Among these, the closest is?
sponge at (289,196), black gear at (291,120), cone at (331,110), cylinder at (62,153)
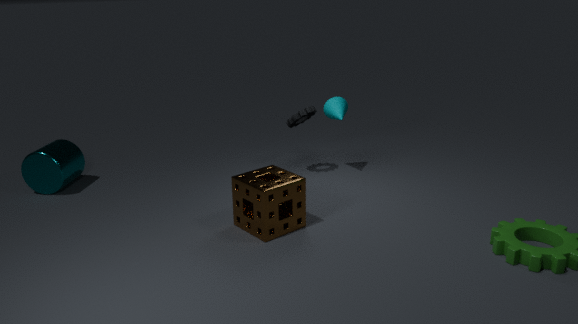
sponge at (289,196)
